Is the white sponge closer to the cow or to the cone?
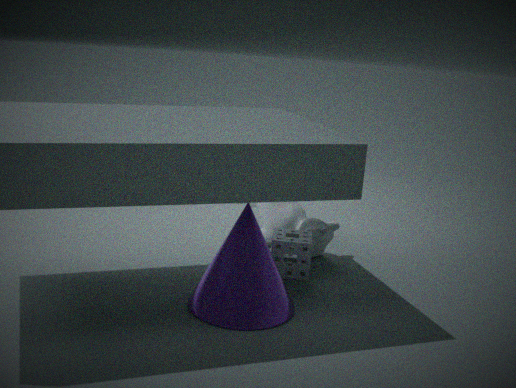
the cow
